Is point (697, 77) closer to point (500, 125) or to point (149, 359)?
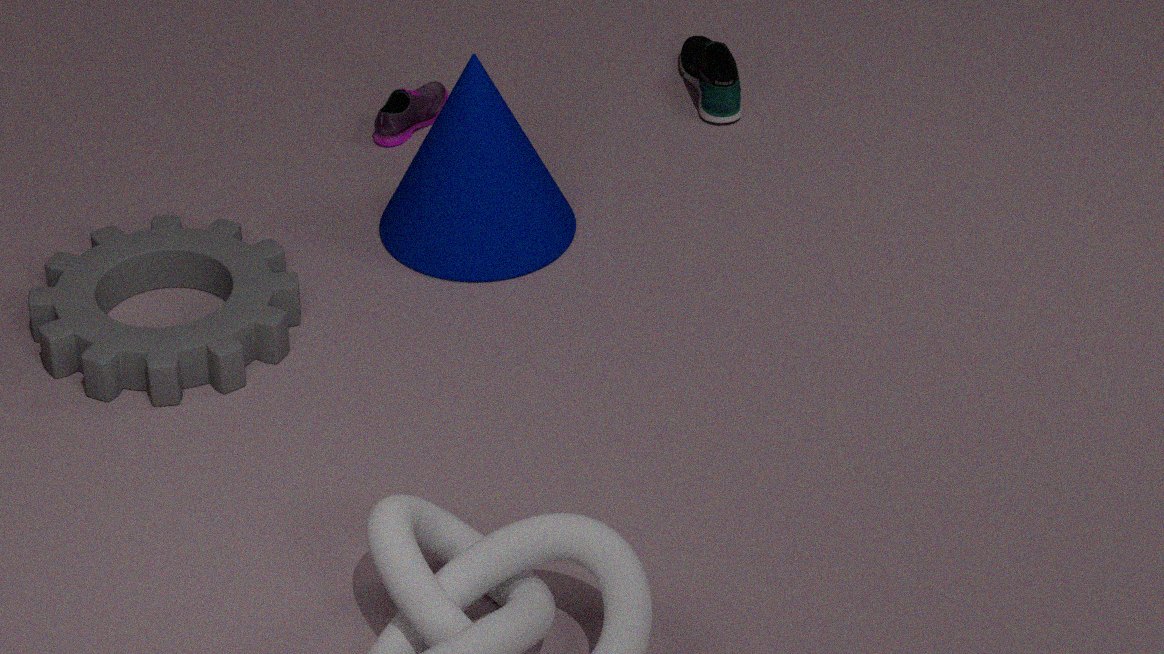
point (500, 125)
